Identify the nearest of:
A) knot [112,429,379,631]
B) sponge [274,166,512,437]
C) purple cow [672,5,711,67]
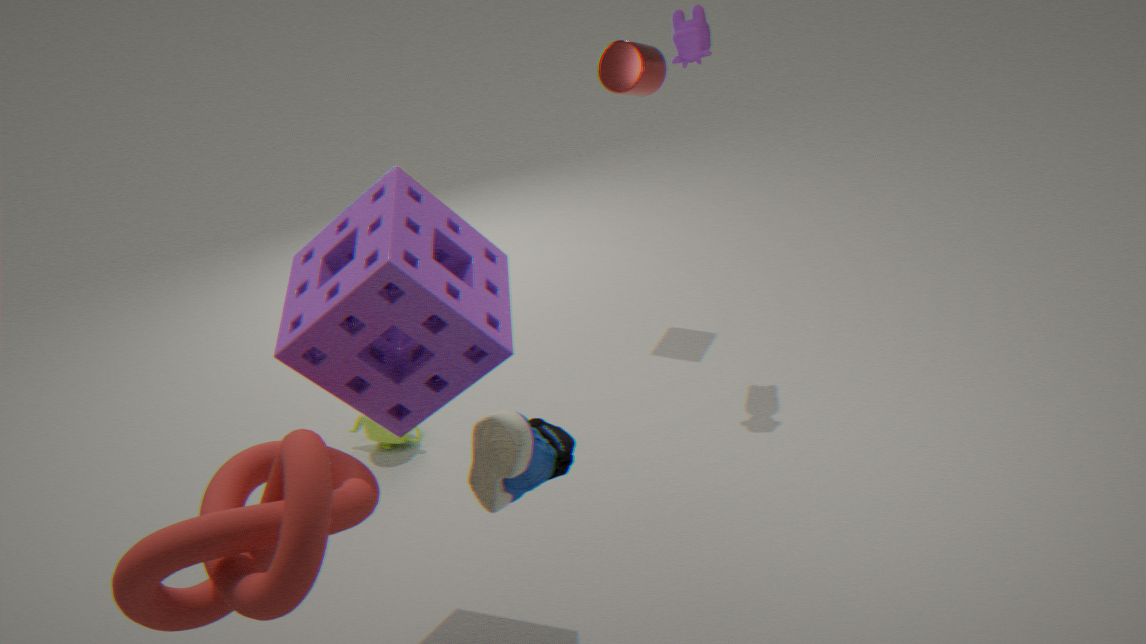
knot [112,429,379,631]
